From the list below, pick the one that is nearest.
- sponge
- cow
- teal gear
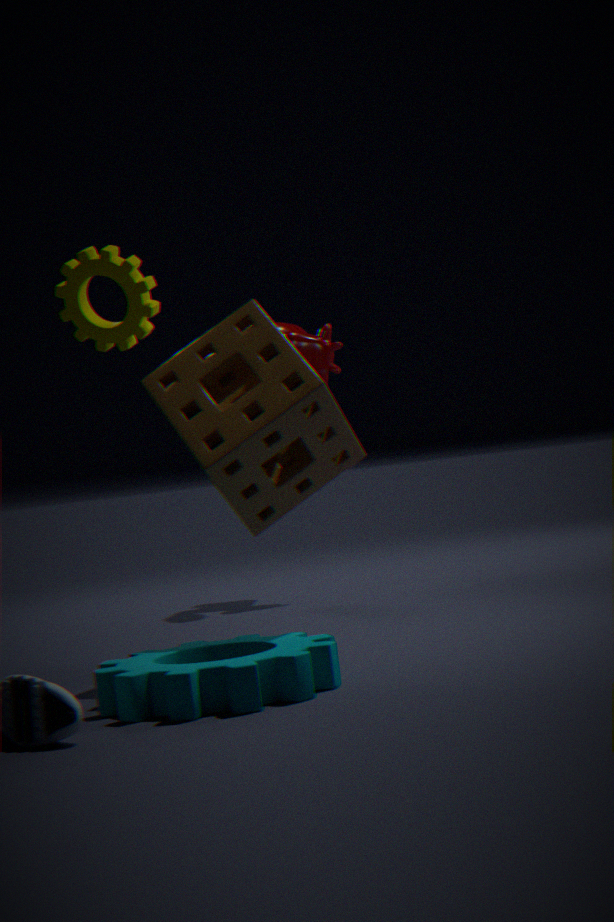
teal gear
